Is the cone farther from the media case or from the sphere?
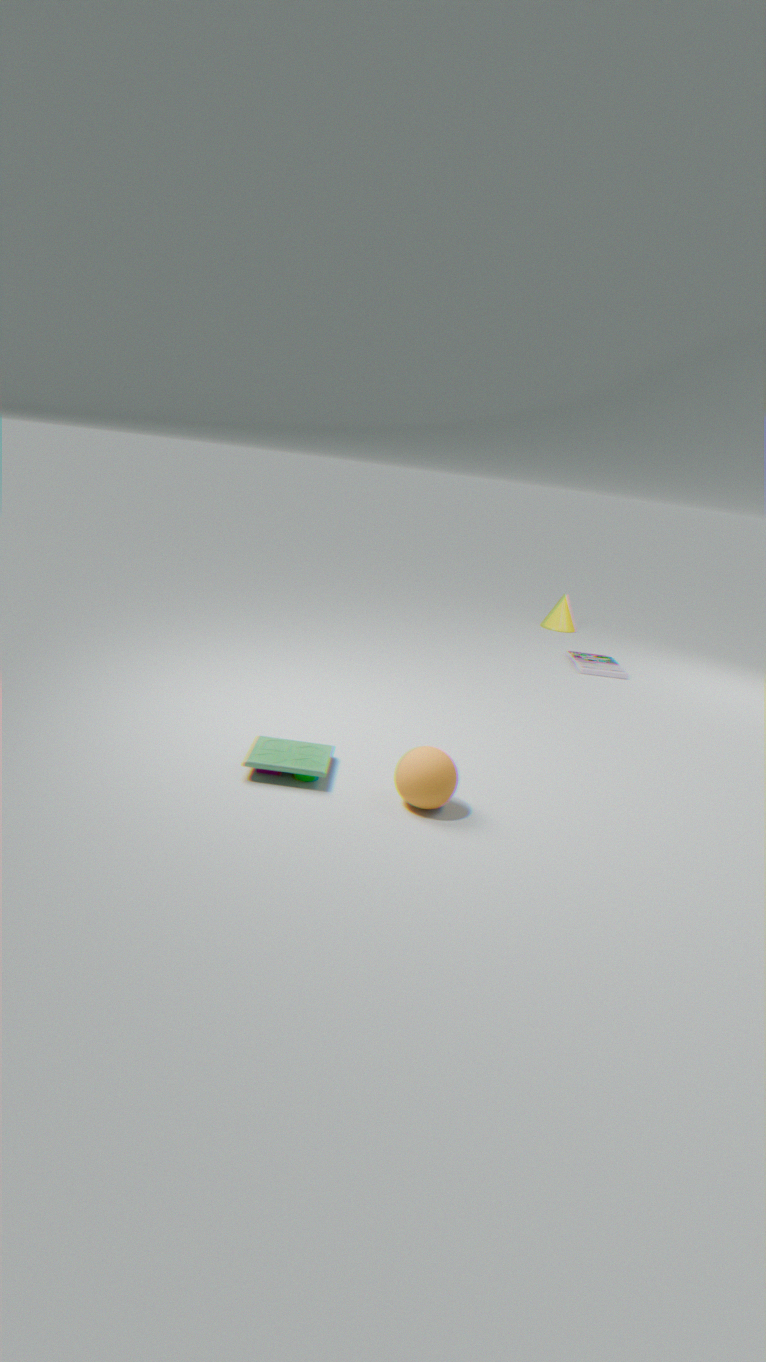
the sphere
